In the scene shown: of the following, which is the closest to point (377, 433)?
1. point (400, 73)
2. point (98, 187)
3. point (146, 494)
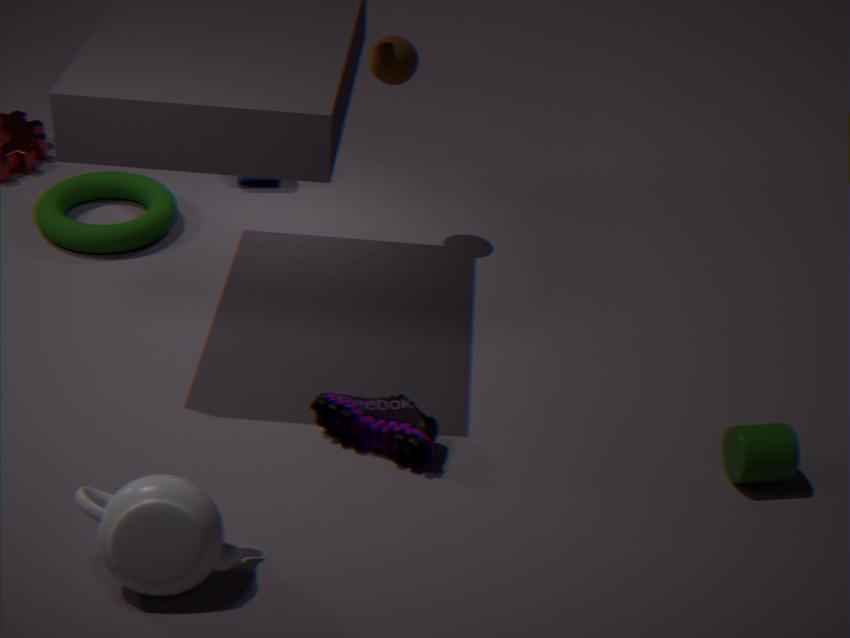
point (146, 494)
